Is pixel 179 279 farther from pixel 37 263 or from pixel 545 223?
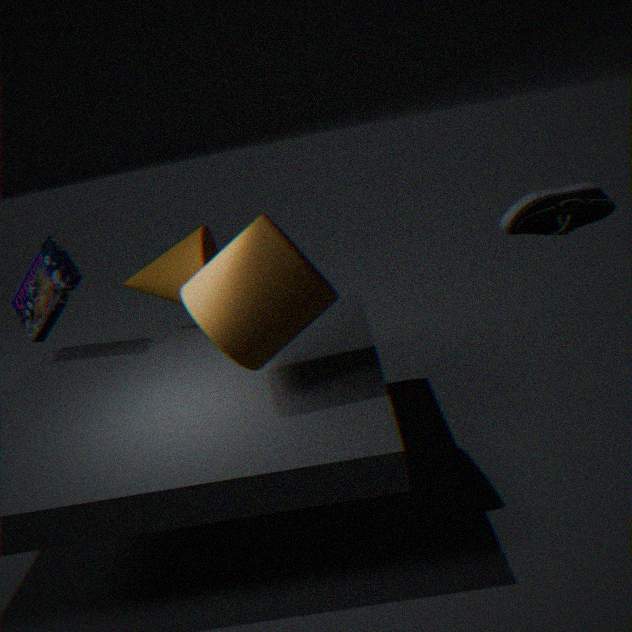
pixel 545 223
